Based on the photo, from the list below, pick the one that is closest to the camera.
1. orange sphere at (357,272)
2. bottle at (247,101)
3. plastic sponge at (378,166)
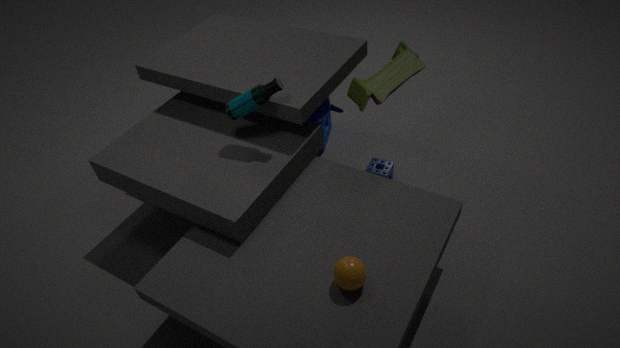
orange sphere at (357,272)
